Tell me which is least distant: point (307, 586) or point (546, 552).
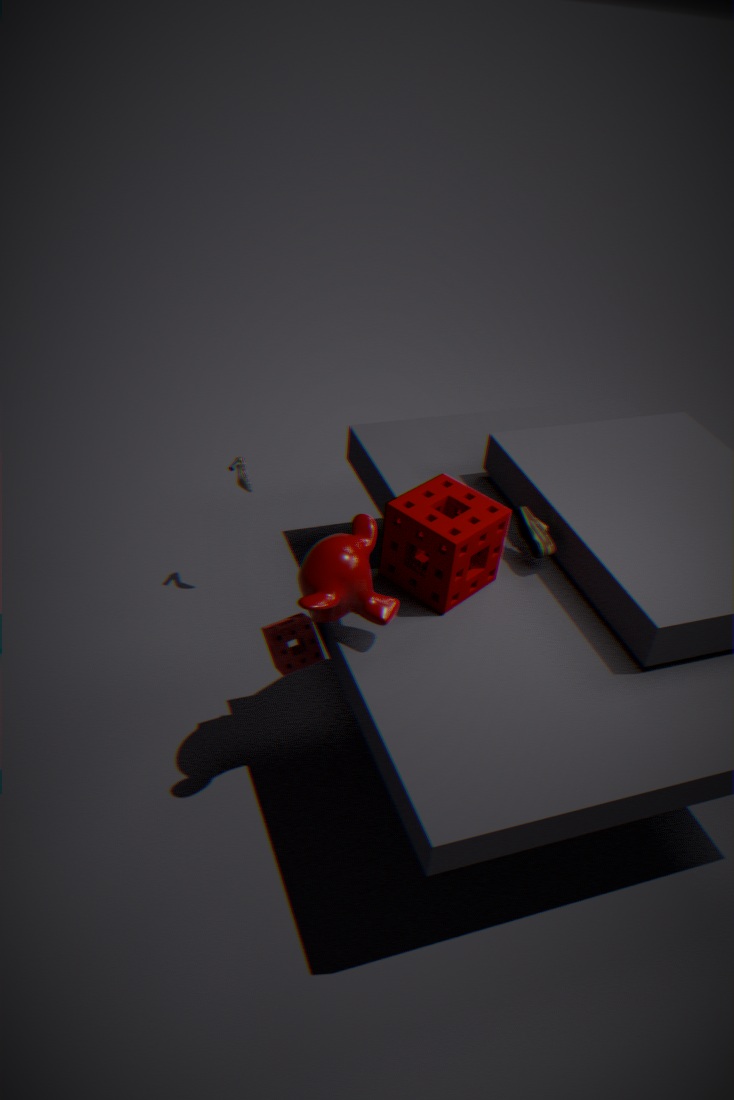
point (307, 586)
